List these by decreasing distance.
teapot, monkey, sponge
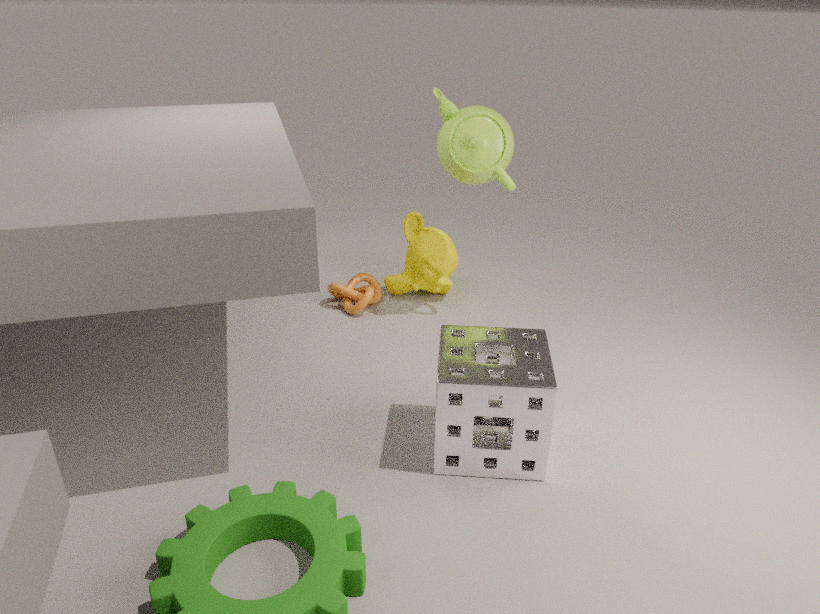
monkey, teapot, sponge
